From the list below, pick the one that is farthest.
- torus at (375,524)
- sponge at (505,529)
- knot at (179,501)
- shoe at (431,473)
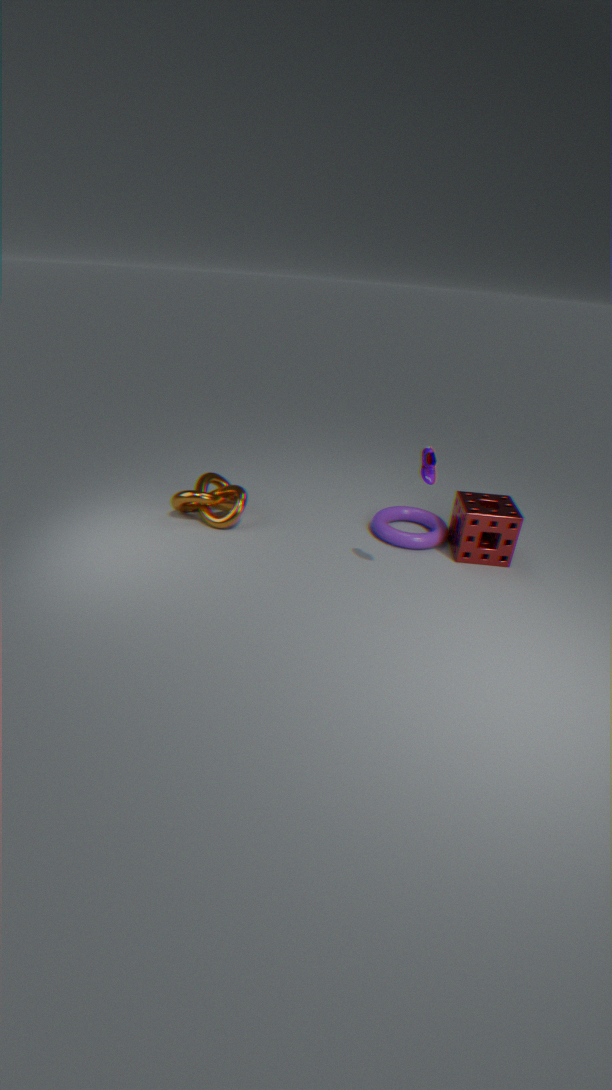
knot at (179,501)
